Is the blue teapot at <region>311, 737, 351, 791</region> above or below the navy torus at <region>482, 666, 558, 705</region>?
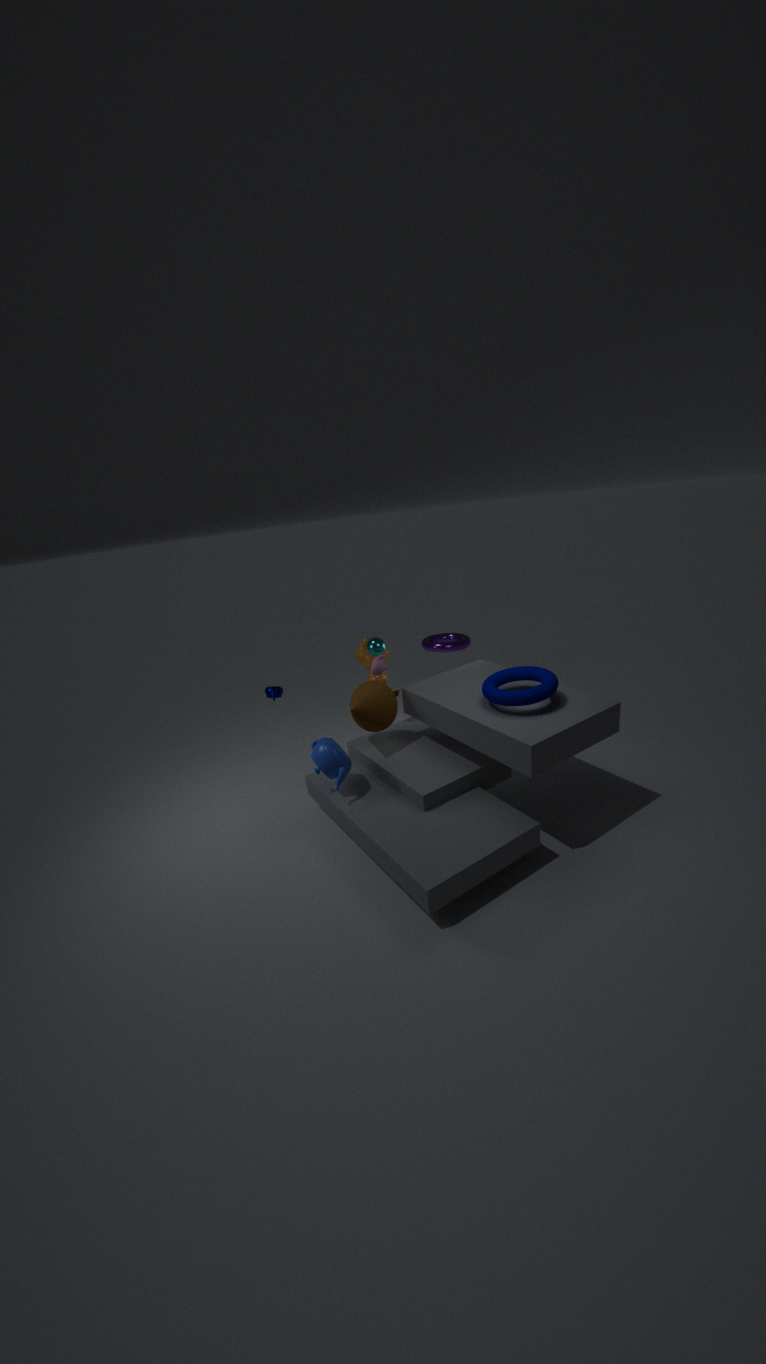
below
